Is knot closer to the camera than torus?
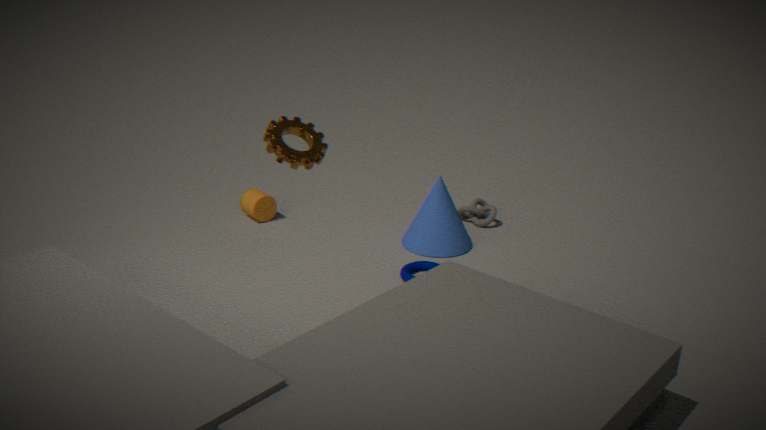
No
